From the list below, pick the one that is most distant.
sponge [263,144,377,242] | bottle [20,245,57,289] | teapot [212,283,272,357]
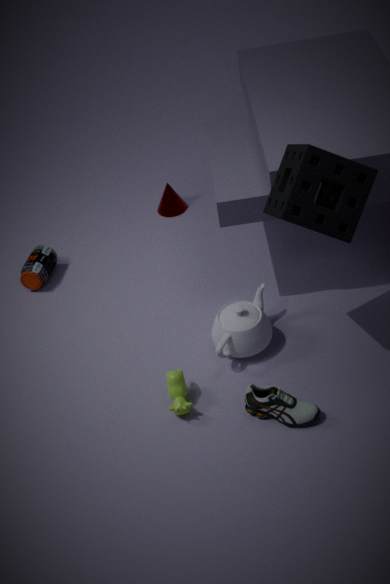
bottle [20,245,57,289]
